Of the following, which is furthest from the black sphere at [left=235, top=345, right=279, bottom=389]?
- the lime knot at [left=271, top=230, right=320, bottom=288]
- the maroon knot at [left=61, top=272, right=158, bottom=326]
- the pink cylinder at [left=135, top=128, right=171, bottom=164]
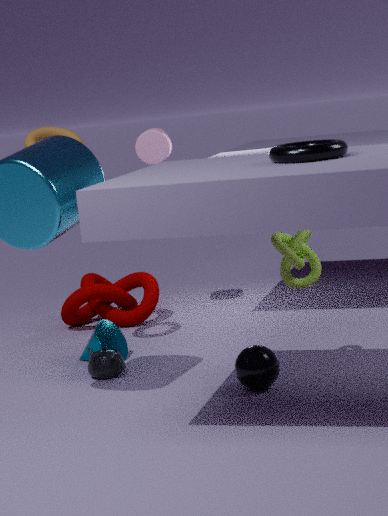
the pink cylinder at [left=135, top=128, right=171, bottom=164]
